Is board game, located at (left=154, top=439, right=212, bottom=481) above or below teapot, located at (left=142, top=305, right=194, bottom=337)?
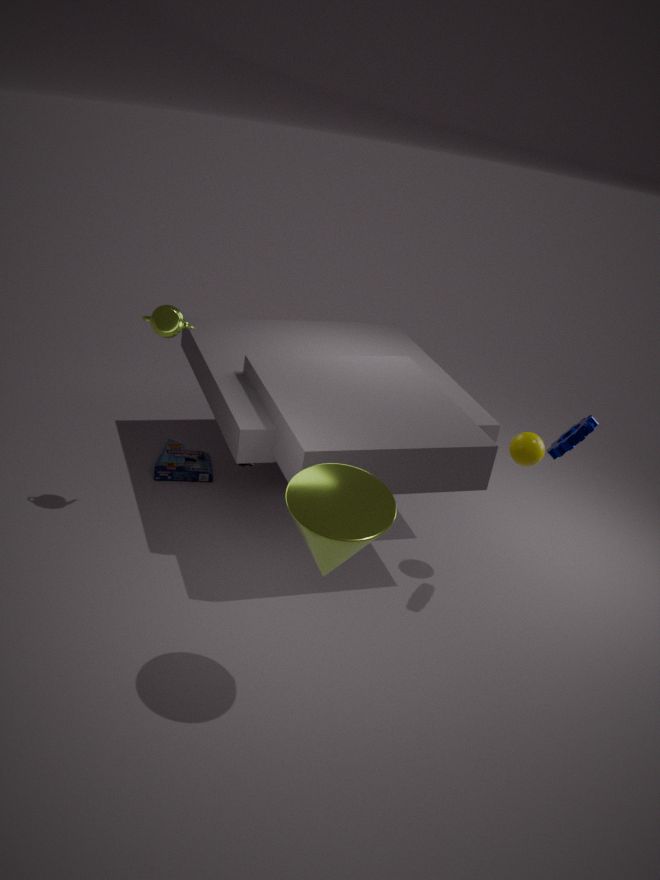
below
